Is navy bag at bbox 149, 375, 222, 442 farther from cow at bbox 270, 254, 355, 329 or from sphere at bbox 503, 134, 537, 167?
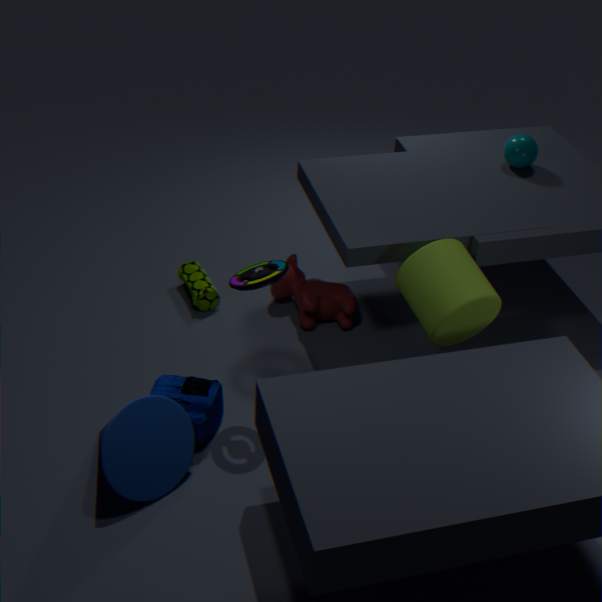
sphere at bbox 503, 134, 537, 167
